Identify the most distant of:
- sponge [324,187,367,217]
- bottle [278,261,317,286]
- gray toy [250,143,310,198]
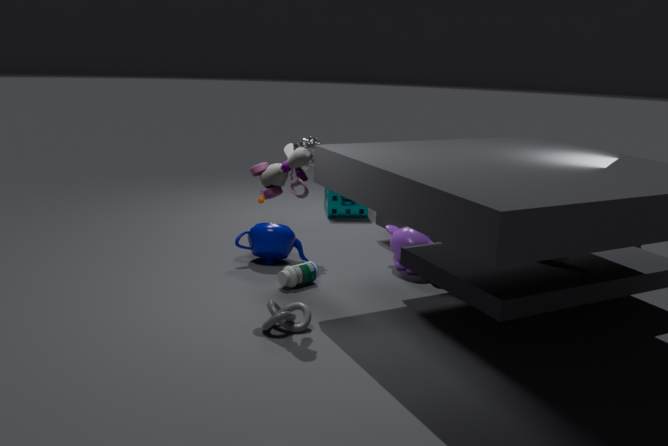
sponge [324,187,367,217]
